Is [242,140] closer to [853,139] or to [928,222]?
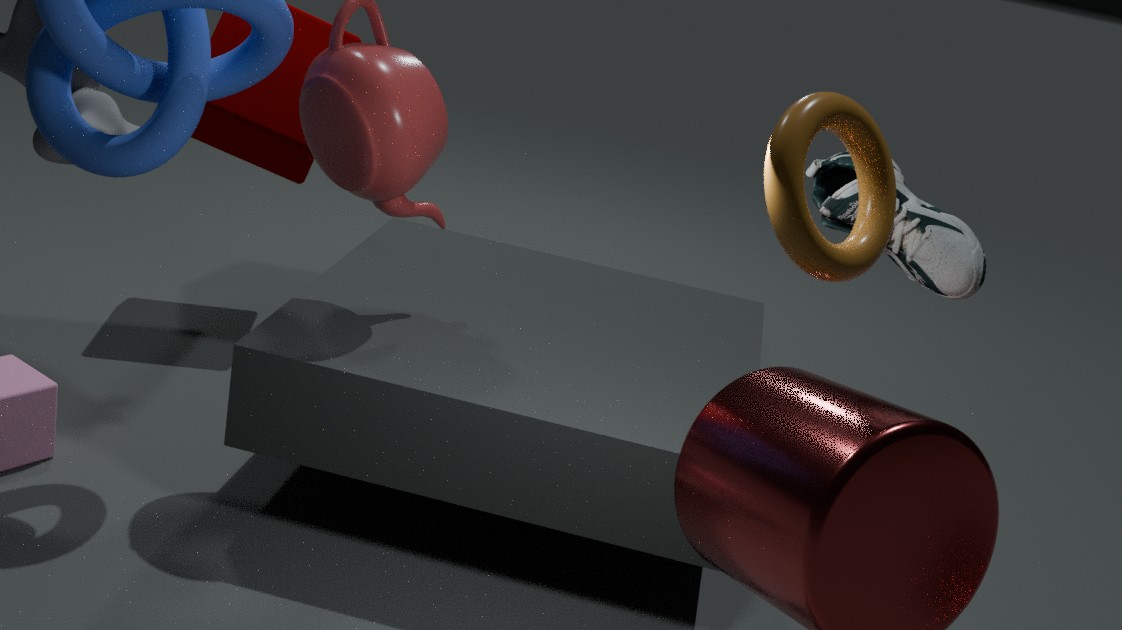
[928,222]
